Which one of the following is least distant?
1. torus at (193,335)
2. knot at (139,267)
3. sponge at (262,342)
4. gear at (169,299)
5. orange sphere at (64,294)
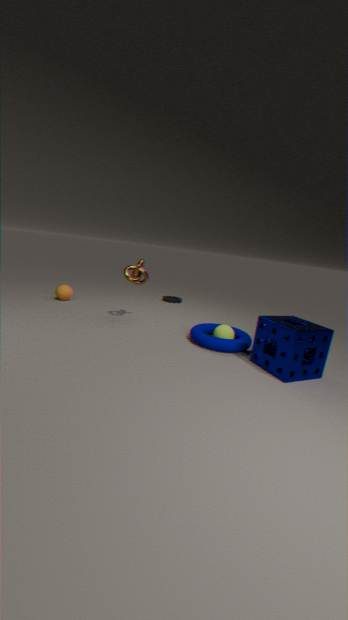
sponge at (262,342)
